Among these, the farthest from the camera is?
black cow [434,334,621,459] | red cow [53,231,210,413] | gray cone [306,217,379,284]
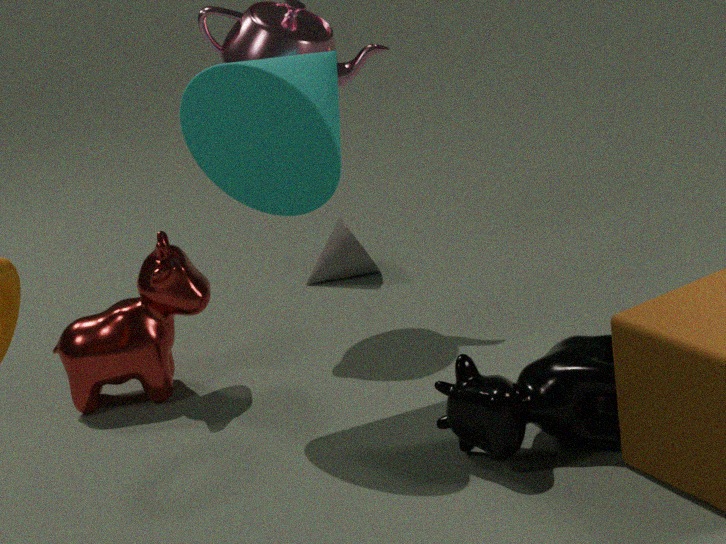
gray cone [306,217,379,284]
